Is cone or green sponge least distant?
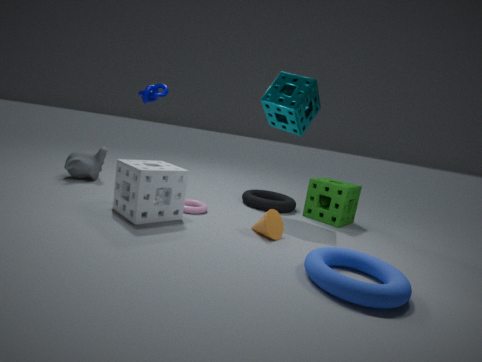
cone
